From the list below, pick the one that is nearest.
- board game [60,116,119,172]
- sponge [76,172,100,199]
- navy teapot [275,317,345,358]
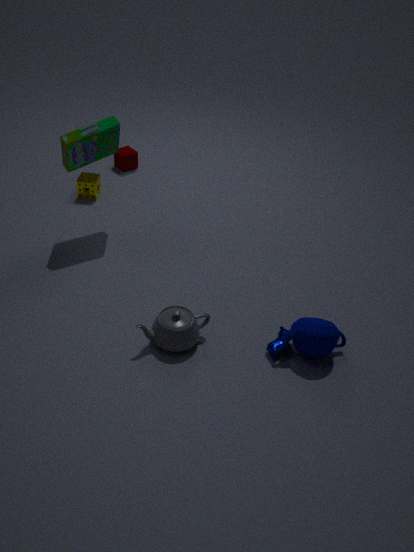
navy teapot [275,317,345,358]
